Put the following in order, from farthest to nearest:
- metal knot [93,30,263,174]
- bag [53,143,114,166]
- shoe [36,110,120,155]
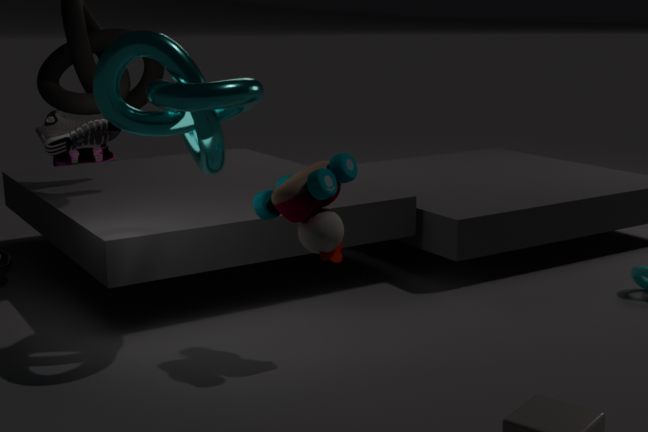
bag [53,143,114,166] < shoe [36,110,120,155] < metal knot [93,30,263,174]
